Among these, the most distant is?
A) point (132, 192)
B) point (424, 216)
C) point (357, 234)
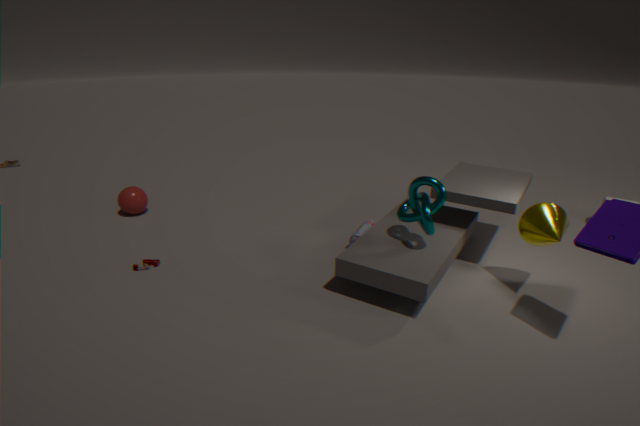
point (132, 192)
